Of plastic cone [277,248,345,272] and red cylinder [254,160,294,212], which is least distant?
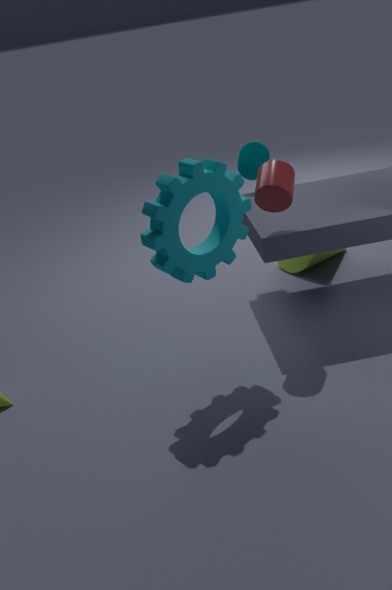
red cylinder [254,160,294,212]
